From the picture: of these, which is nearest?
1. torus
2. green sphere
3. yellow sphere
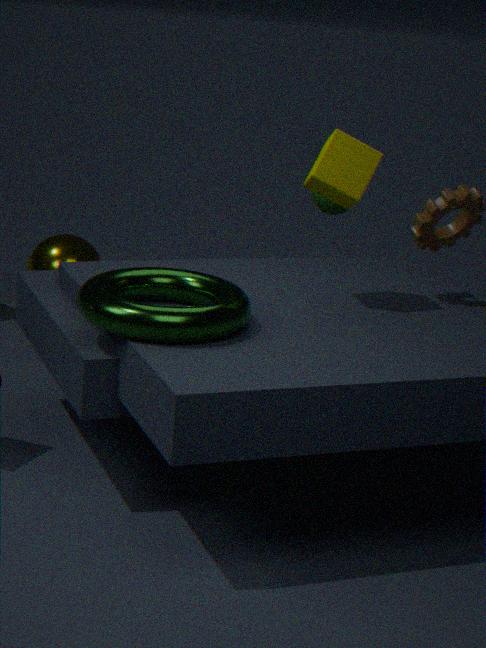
torus
